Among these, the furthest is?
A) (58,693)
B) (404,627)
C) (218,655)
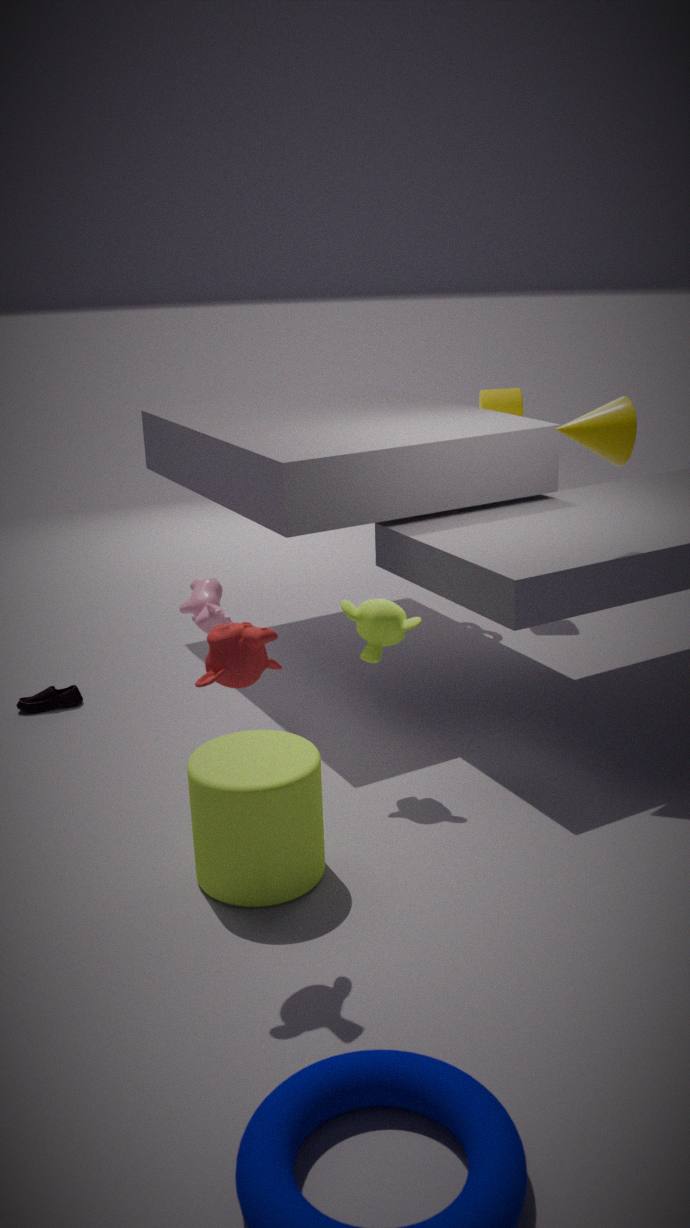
(58,693)
